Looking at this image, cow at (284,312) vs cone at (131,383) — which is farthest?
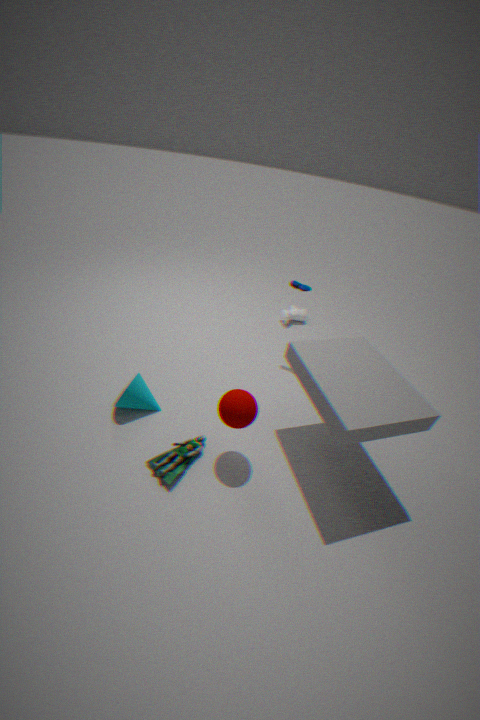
cow at (284,312)
